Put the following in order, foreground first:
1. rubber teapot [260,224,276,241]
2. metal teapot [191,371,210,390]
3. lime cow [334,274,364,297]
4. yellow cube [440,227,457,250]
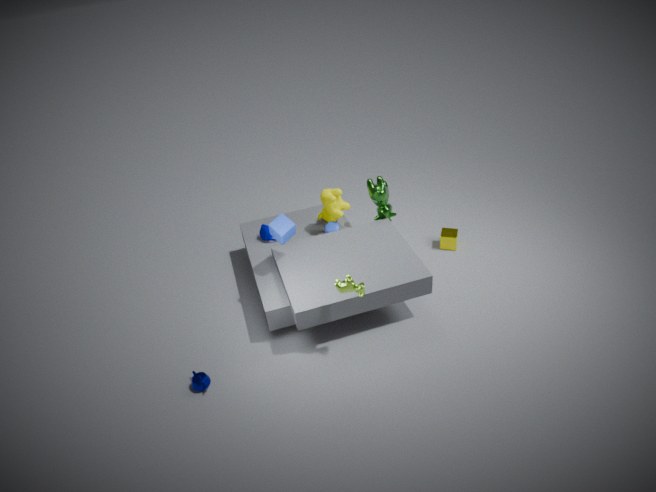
lime cow [334,274,364,297] → metal teapot [191,371,210,390] → rubber teapot [260,224,276,241] → yellow cube [440,227,457,250]
